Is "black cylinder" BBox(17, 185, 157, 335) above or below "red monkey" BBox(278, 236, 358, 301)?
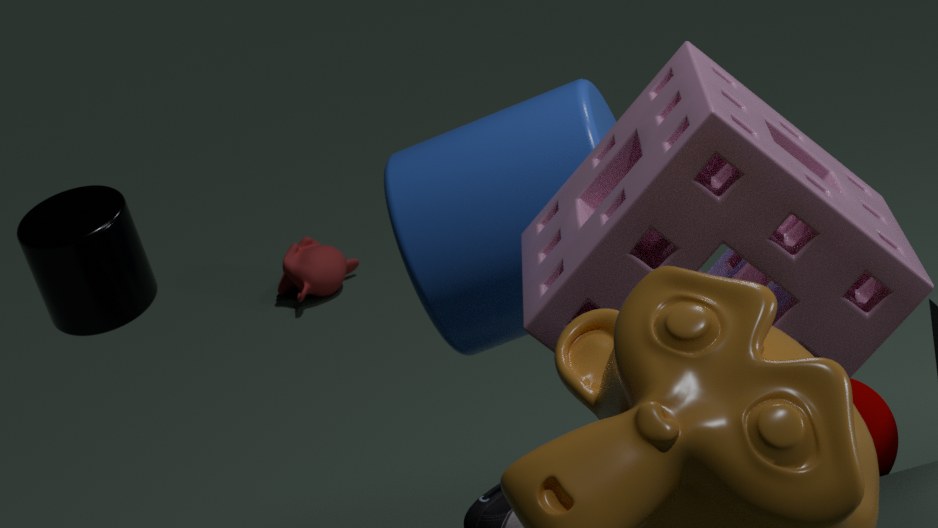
above
